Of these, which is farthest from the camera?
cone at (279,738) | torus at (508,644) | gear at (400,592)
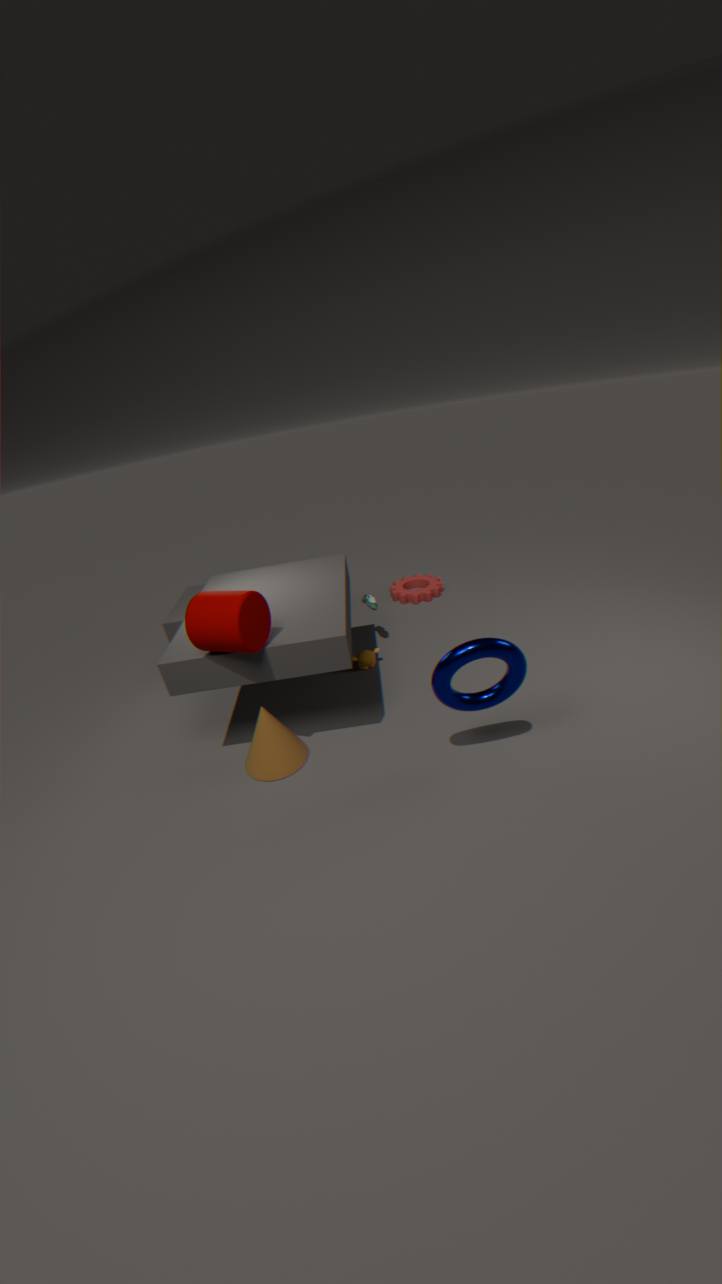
gear at (400,592)
